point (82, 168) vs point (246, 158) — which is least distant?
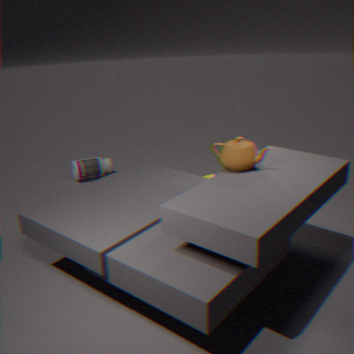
point (246, 158)
